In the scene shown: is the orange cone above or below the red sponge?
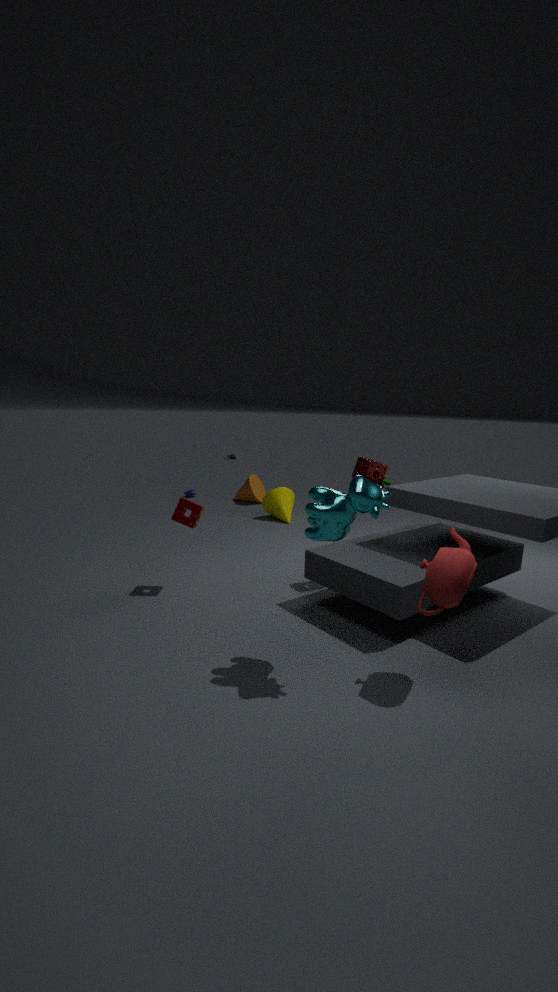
below
